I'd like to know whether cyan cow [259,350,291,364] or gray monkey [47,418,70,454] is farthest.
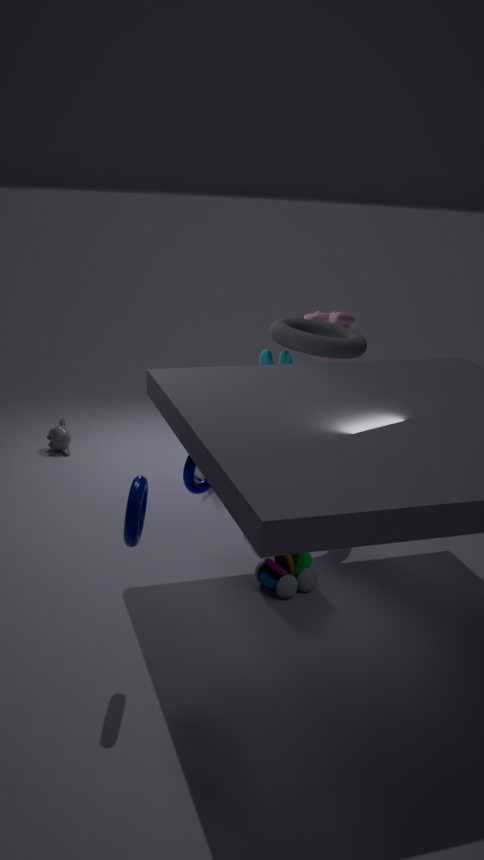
gray monkey [47,418,70,454]
